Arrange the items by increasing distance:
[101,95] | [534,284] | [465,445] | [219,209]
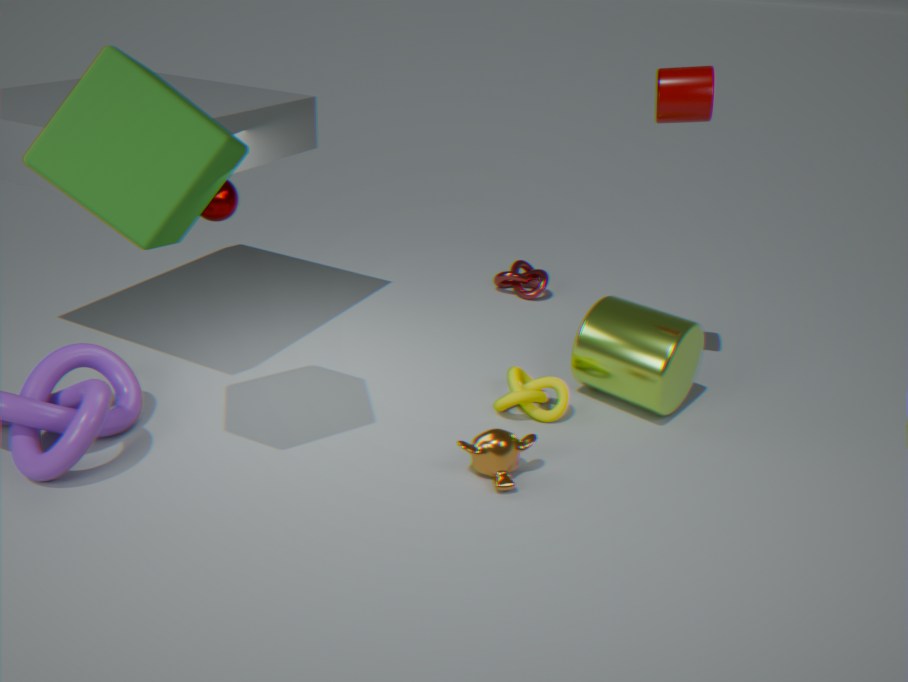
[101,95], [465,445], [219,209], [534,284]
